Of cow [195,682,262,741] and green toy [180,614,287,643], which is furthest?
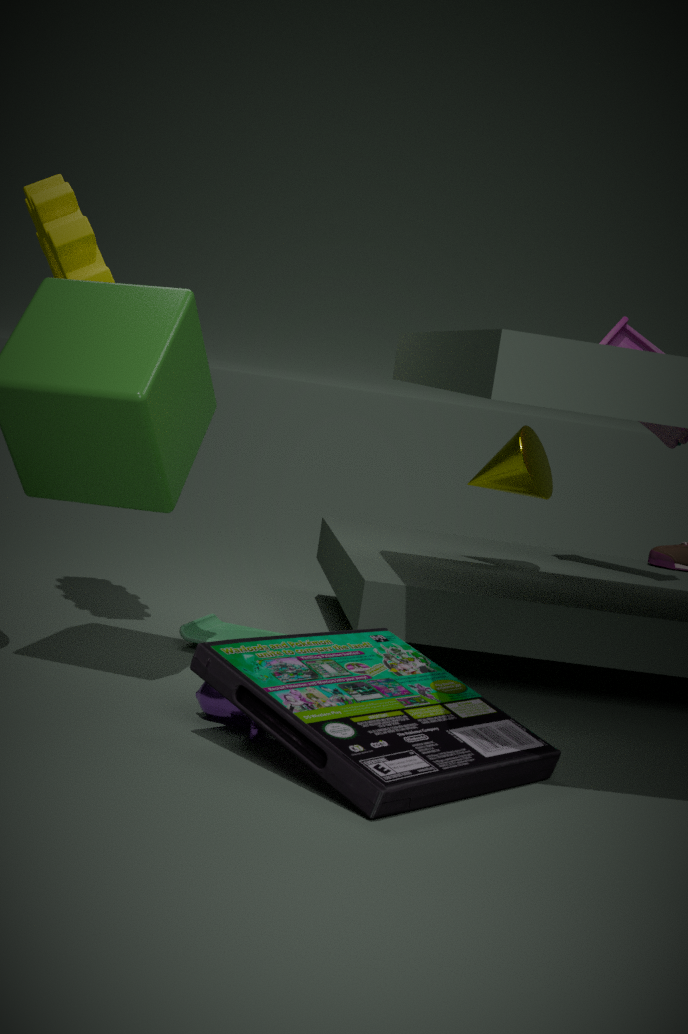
green toy [180,614,287,643]
